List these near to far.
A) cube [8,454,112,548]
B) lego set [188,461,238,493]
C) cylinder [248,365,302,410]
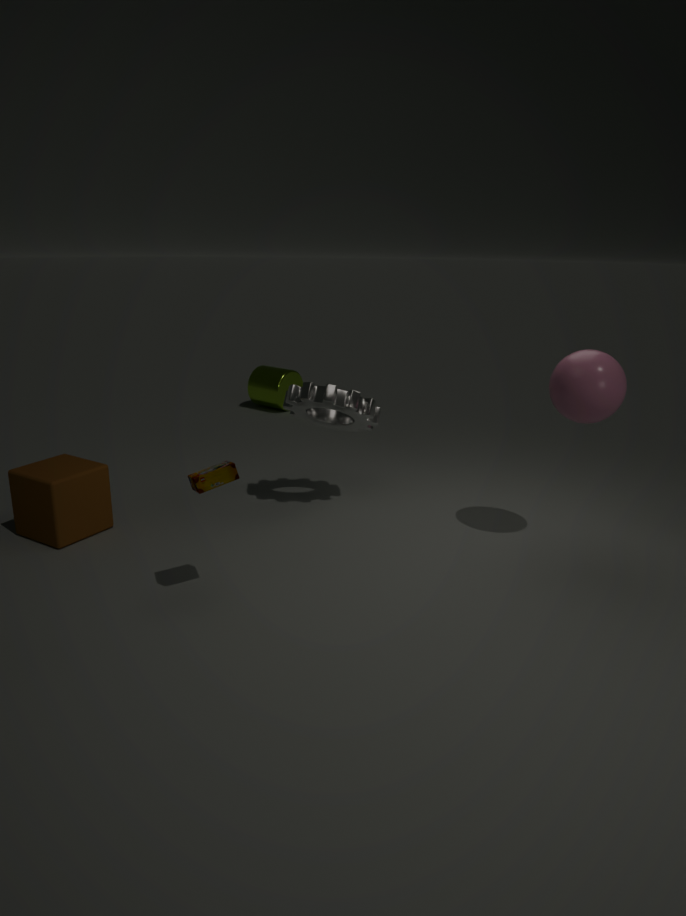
lego set [188,461,238,493] < cube [8,454,112,548] < cylinder [248,365,302,410]
